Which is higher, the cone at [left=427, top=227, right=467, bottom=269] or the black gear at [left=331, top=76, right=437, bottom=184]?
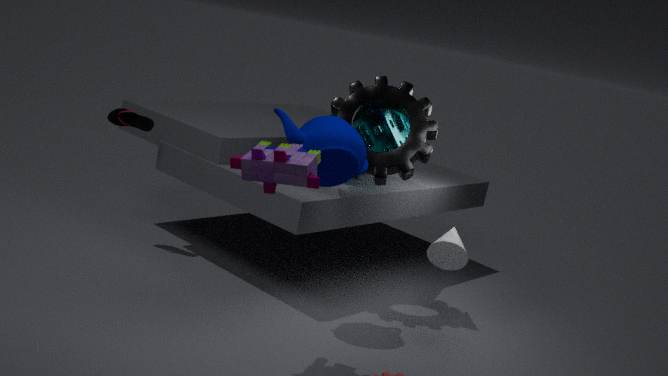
the black gear at [left=331, top=76, right=437, bottom=184]
